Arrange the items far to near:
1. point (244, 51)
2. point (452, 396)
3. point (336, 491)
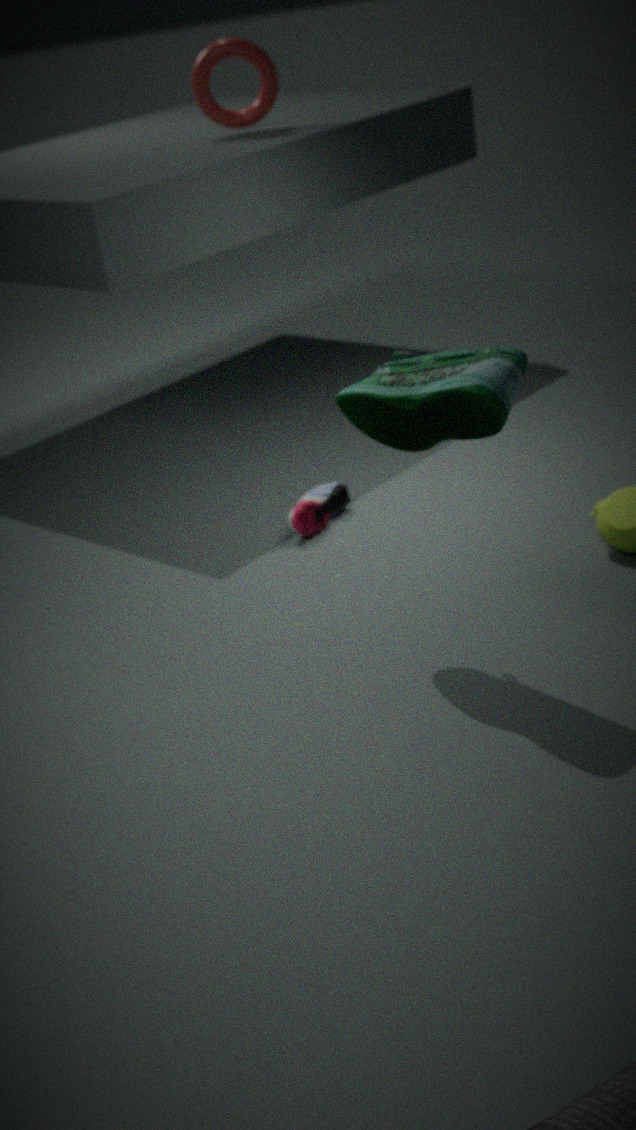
point (244, 51), point (336, 491), point (452, 396)
